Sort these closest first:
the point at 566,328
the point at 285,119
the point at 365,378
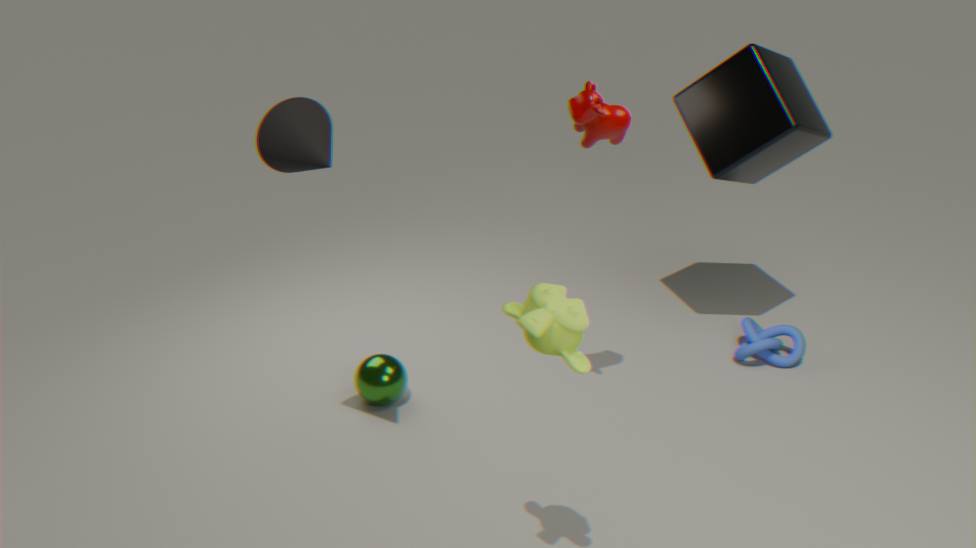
the point at 566,328 → the point at 285,119 → the point at 365,378
